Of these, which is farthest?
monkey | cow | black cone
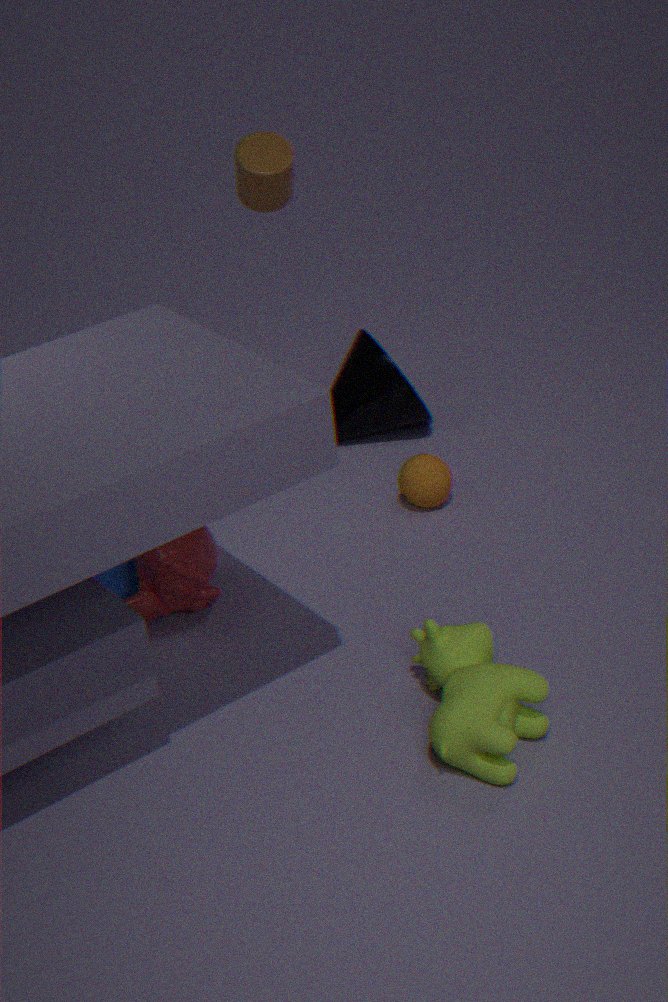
black cone
